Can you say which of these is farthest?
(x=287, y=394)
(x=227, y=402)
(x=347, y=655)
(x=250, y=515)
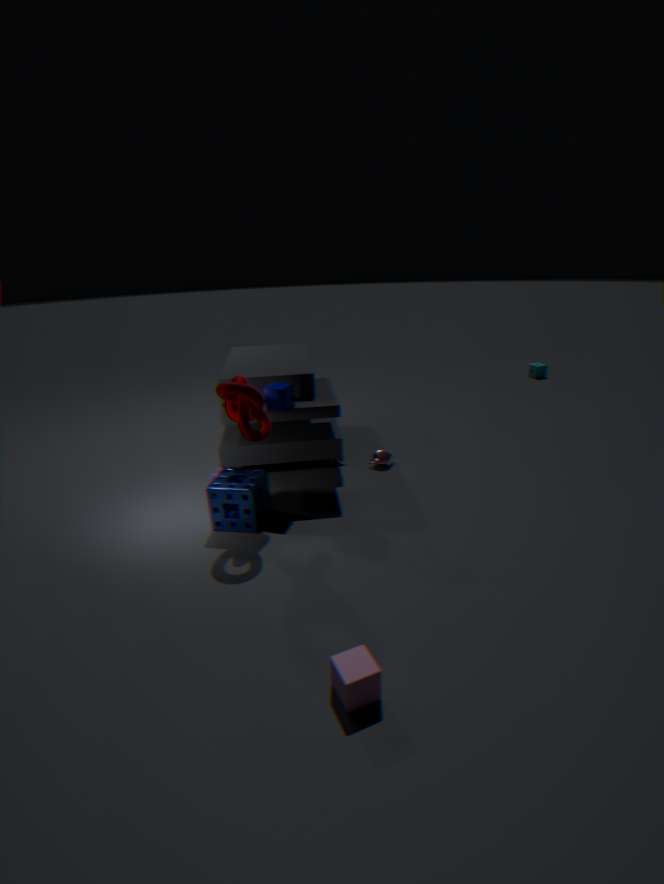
(x=287, y=394)
